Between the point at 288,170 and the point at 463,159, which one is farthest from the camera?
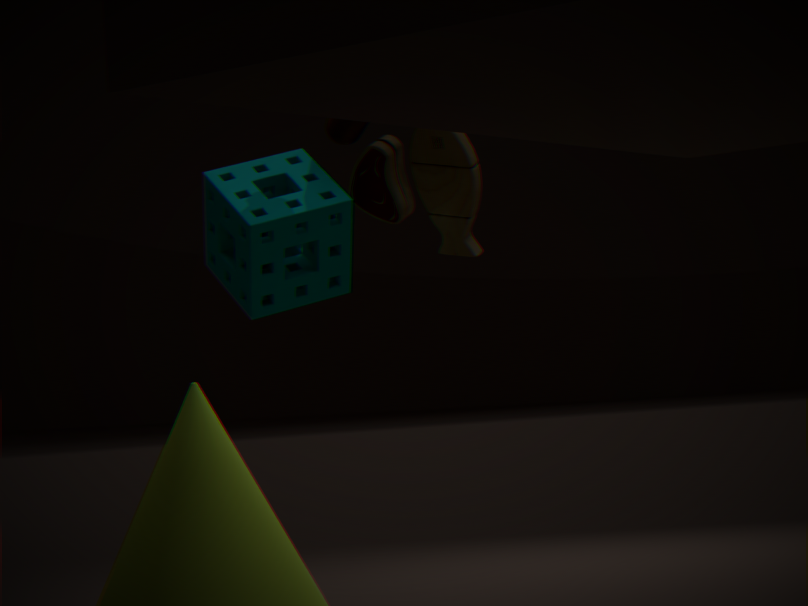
the point at 288,170
